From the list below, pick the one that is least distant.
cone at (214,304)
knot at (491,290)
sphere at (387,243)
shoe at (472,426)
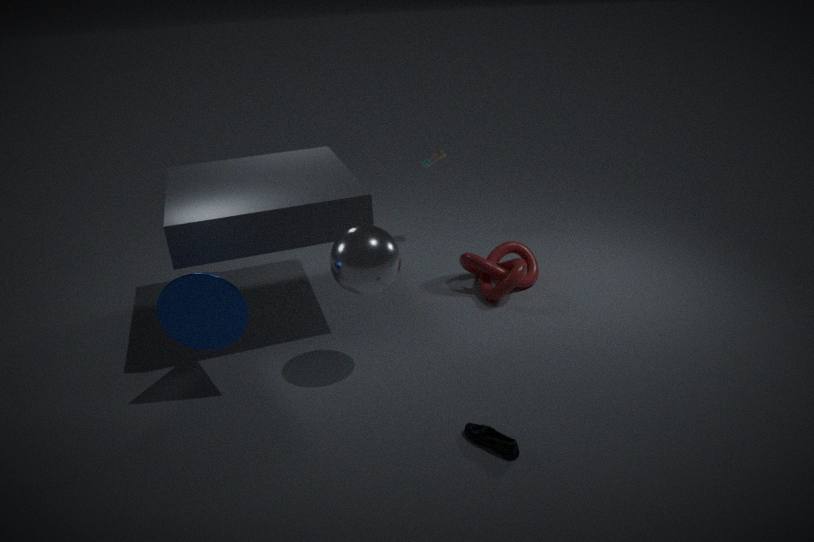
shoe at (472,426)
